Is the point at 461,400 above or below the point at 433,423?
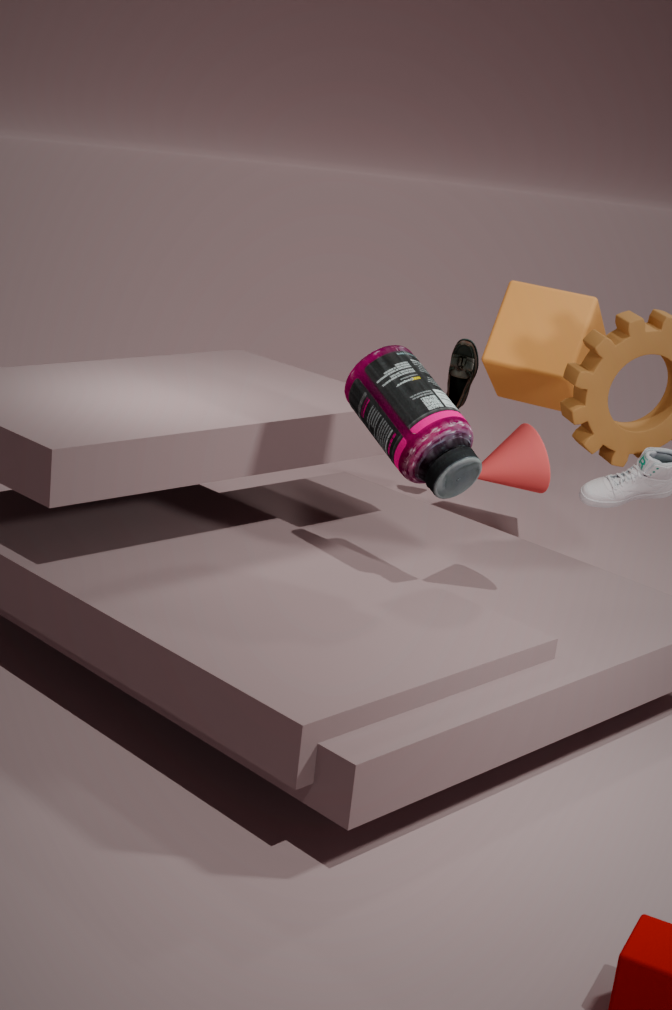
below
